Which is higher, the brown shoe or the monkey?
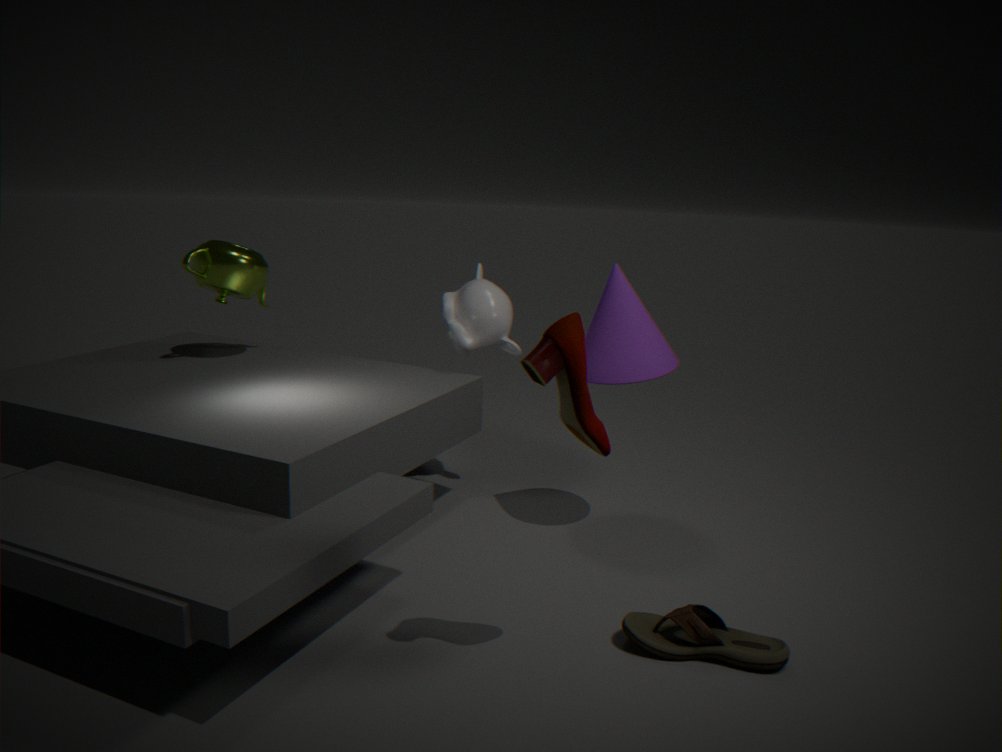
the monkey
